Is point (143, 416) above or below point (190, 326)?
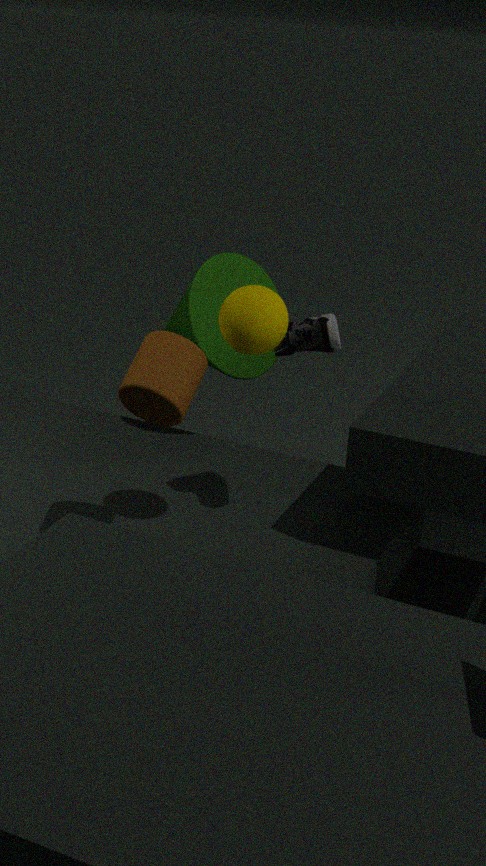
above
